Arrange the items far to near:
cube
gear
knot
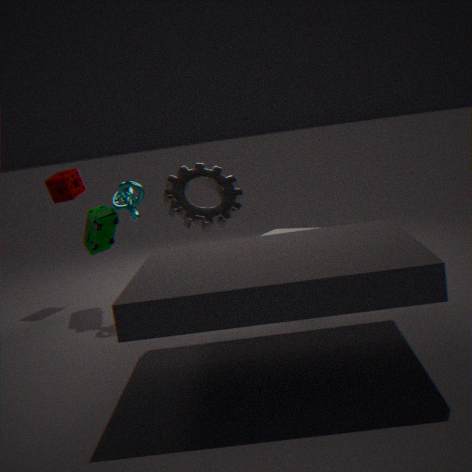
gear
cube
knot
